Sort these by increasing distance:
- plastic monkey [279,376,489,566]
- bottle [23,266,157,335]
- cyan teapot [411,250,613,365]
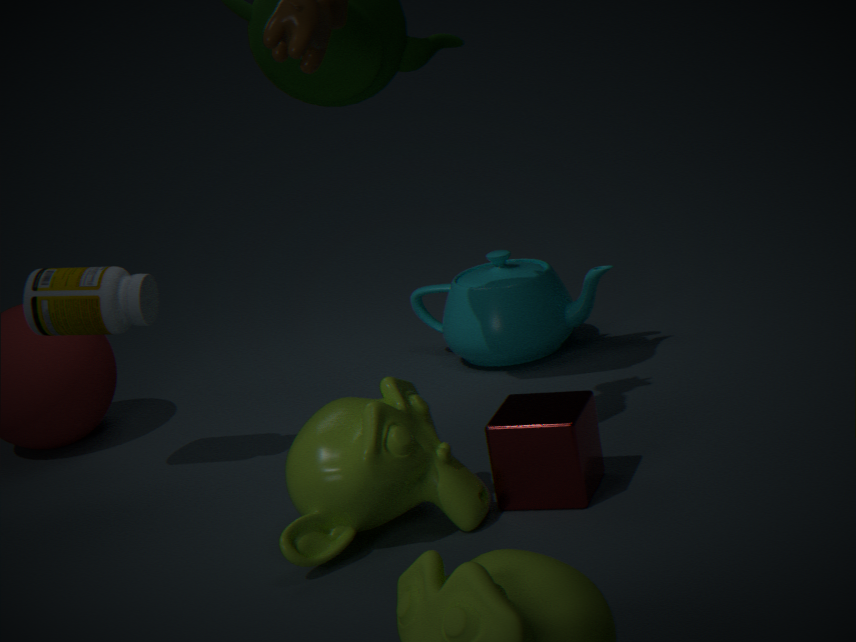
Answer: plastic monkey [279,376,489,566] < bottle [23,266,157,335] < cyan teapot [411,250,613,365]
